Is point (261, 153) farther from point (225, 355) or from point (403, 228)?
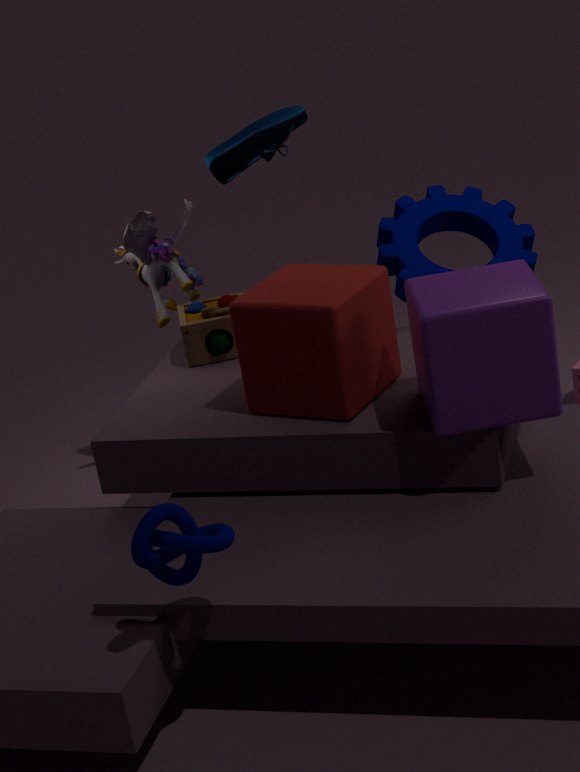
A: point (403, 228)
